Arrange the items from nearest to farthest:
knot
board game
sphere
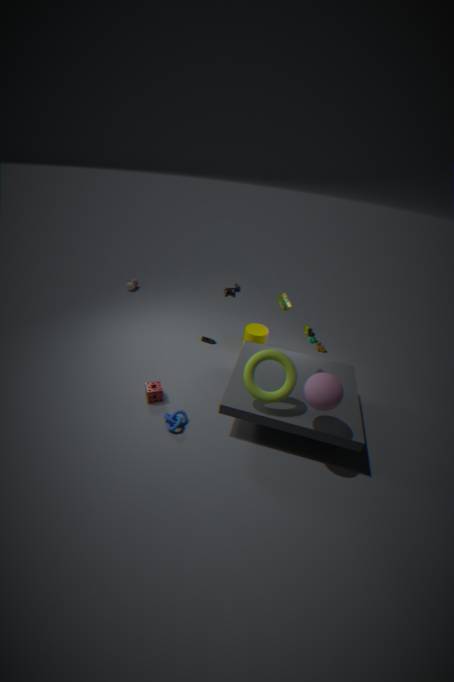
sphere < knot < board game
